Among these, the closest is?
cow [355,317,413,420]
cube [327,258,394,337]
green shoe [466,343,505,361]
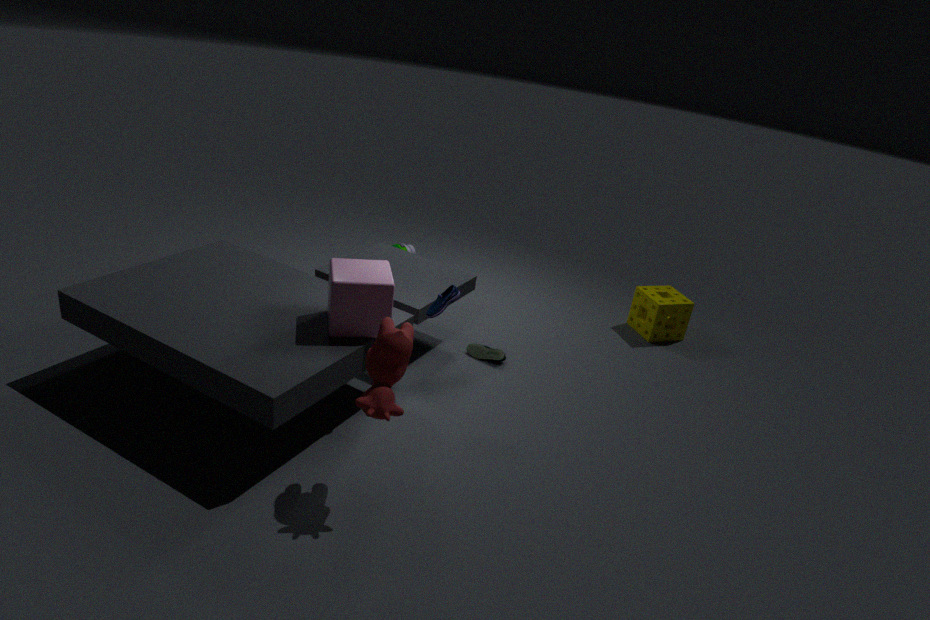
cow [355,317,413,420]
